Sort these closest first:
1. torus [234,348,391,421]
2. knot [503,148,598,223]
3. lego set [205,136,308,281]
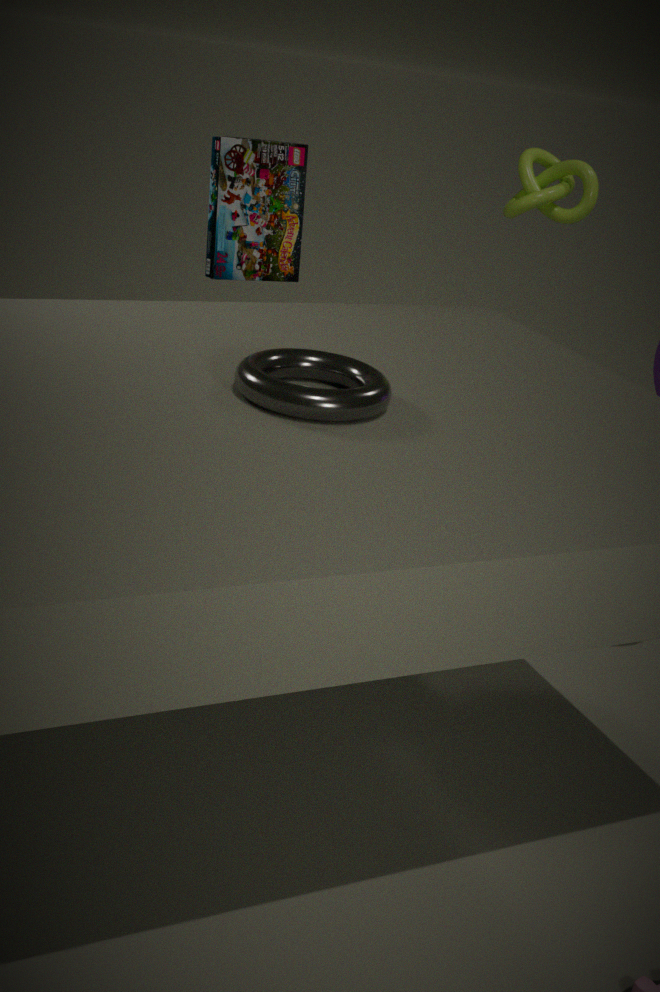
1. torus [234,348,391,421]
2. lego set [205,136,308,281]
3. knot [503,148,598,223]
